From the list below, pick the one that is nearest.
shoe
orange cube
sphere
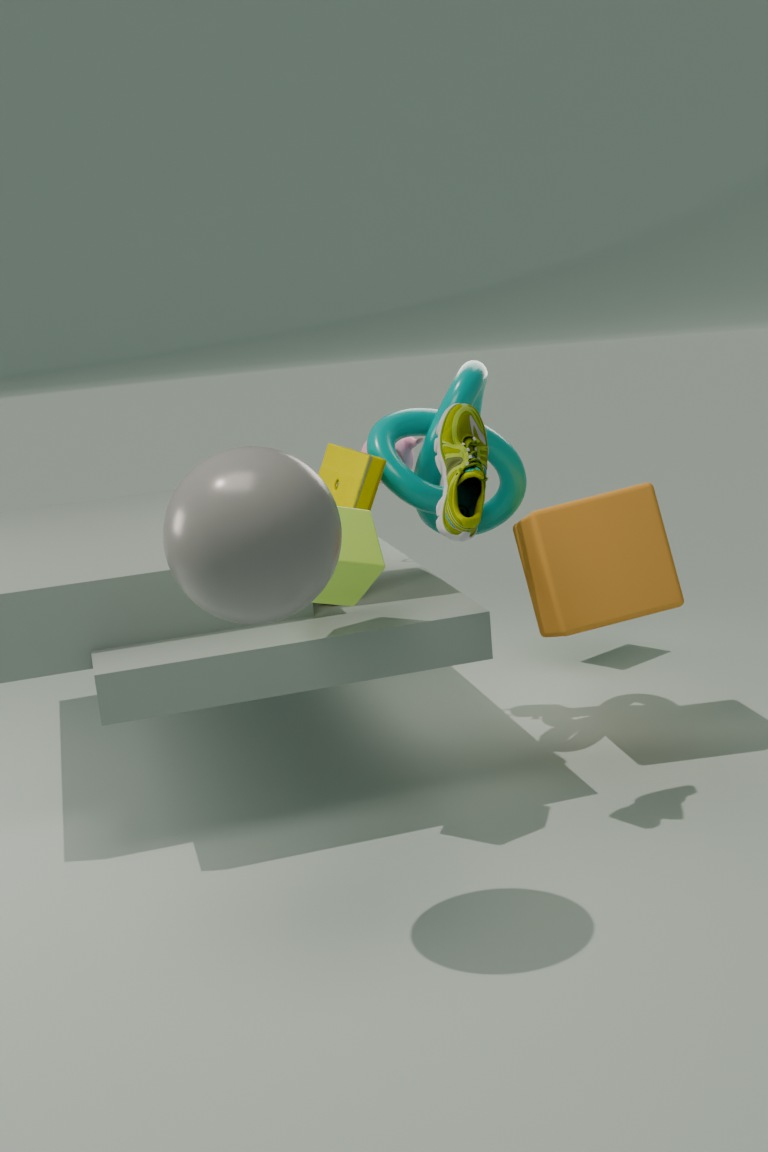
sphere
